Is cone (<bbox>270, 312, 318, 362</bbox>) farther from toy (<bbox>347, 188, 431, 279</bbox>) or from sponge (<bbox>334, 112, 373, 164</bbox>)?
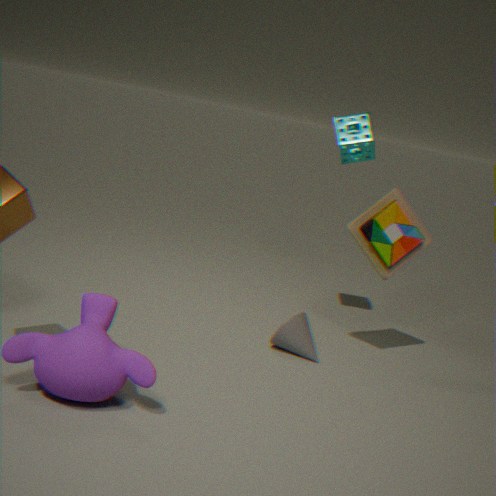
sponge (<bbox>334, 112, 373, 164</bbox>)
